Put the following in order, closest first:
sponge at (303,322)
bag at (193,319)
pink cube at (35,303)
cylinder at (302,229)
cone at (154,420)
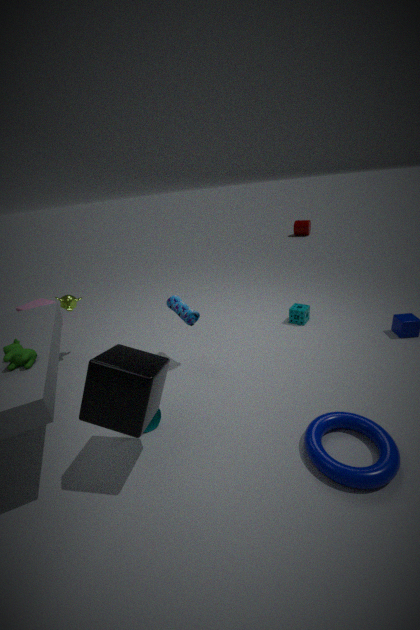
1. cone at (154,420)
2. bag at (193,319)
3. sponge at (303,322)
4. pink cube at (35,303)
5. cylinder at (302,229)
